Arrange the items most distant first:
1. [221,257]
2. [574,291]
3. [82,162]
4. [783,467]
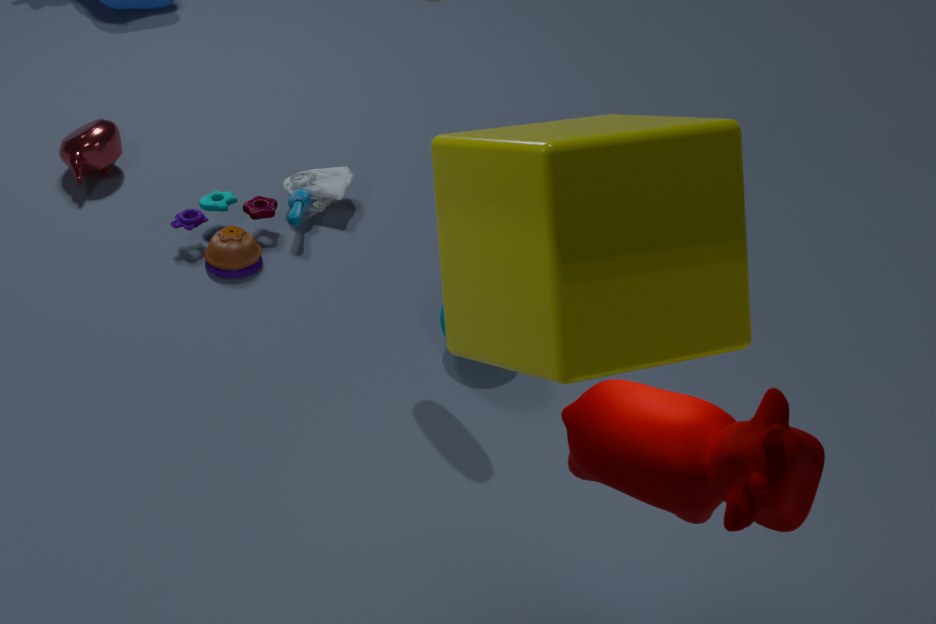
[82,162]
[221,257]
[783,467]
[574,291]
